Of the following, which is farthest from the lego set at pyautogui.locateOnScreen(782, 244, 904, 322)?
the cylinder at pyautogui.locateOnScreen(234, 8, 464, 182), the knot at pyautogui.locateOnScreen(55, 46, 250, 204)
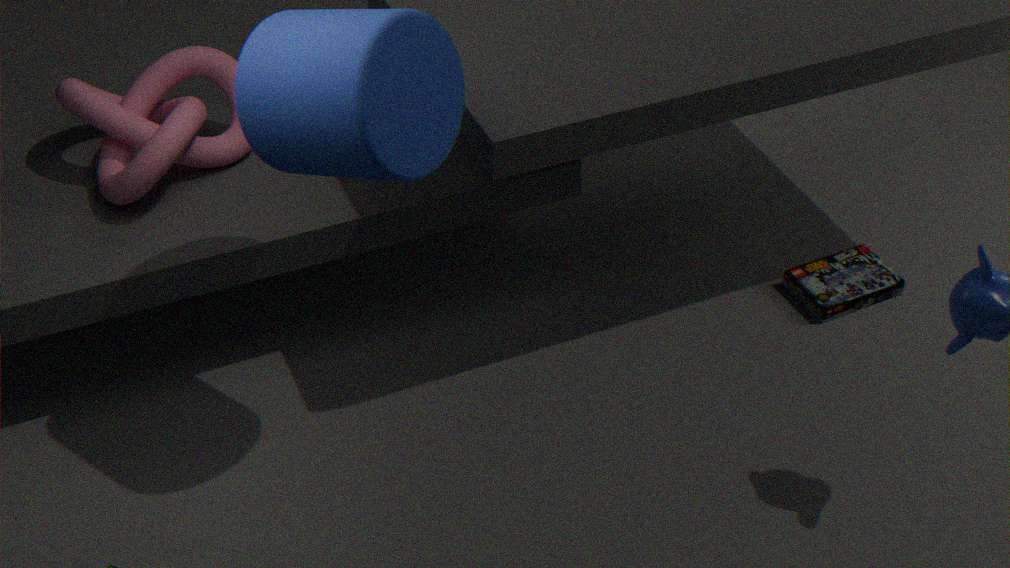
the knot at pyautogui.locateOnScreen(55, 46, 250, 204)
